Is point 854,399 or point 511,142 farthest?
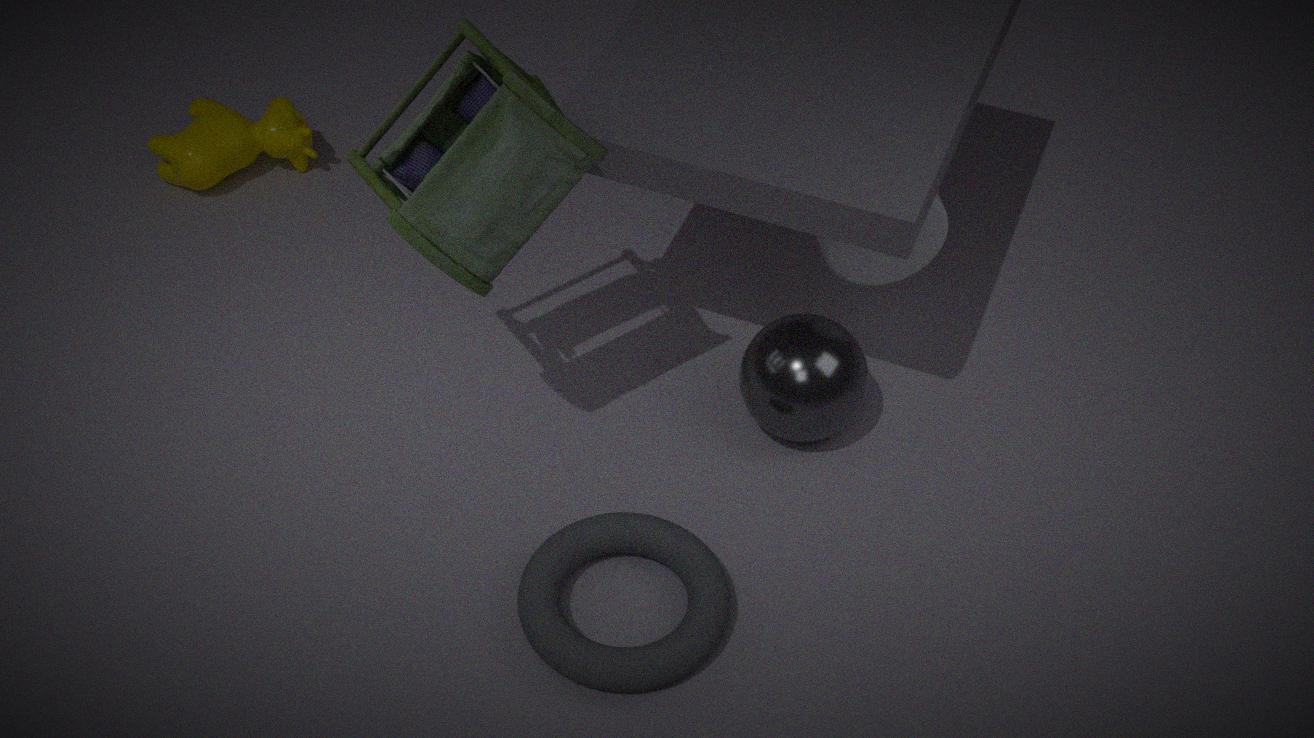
point 854,399
